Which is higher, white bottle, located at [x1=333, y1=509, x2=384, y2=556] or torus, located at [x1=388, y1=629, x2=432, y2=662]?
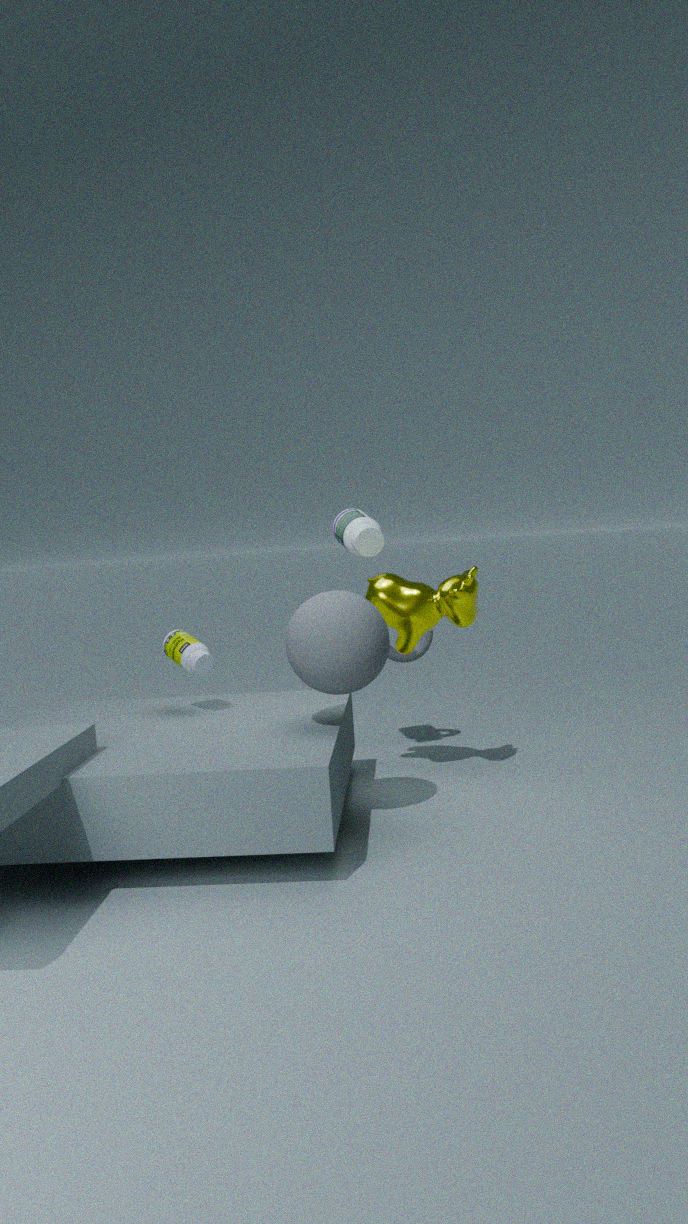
white bottle, located at [x1=333, y1=509, x2=384, y2=556]
